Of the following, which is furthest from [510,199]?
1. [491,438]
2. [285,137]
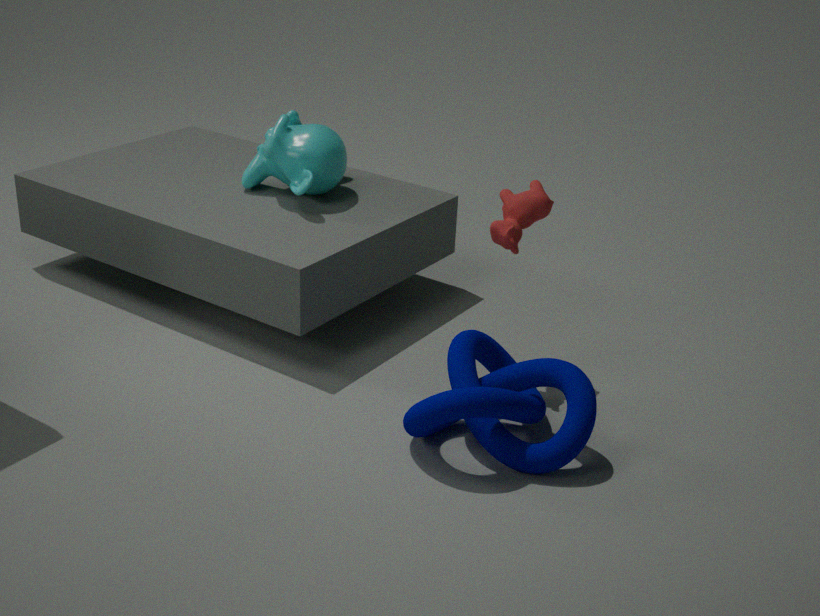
[285,137]
